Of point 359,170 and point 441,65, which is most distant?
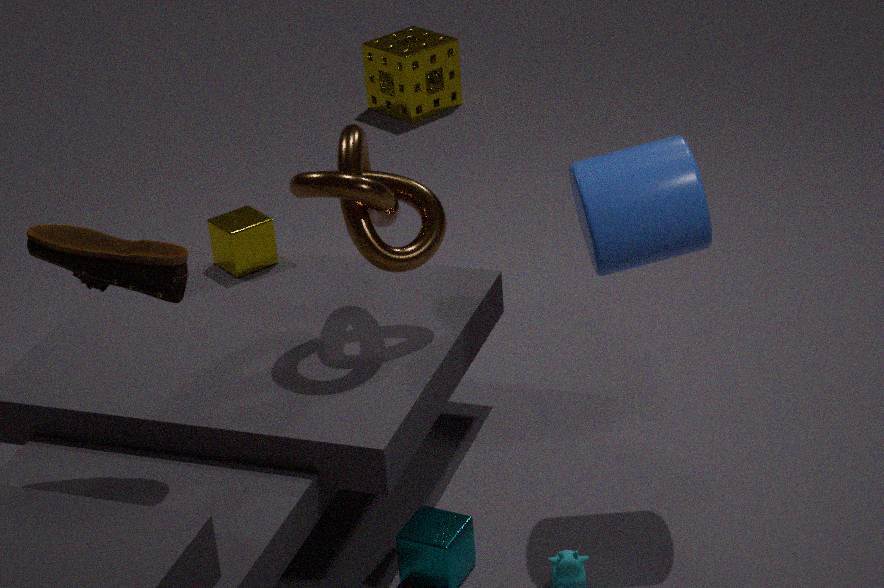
point 441,65
